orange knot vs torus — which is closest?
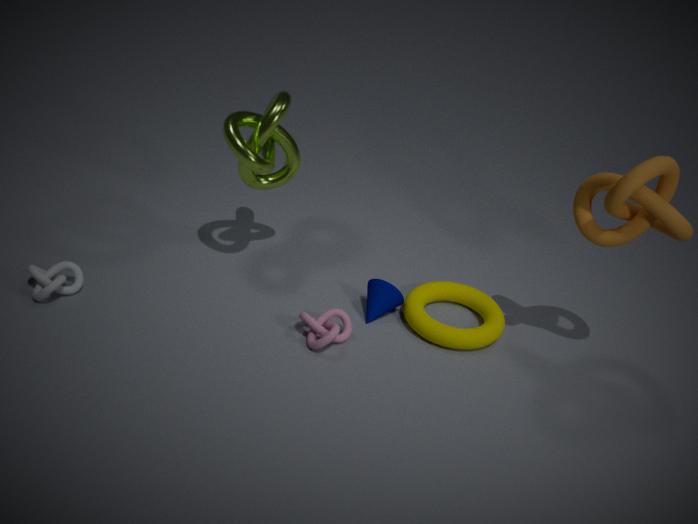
orange knot
